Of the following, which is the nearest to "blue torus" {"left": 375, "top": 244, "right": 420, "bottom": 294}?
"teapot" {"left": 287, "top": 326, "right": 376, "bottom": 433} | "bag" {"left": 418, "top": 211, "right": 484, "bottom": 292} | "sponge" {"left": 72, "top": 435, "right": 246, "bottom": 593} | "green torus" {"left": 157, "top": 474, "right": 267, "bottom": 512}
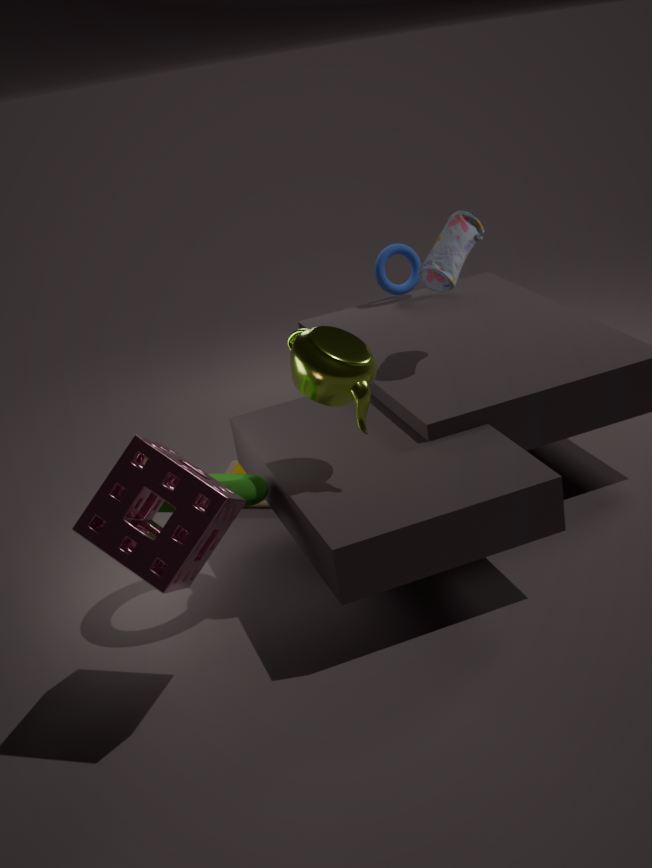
"bag" {"left": 418, "top": 211, "right": 484, "bottom": 292}
